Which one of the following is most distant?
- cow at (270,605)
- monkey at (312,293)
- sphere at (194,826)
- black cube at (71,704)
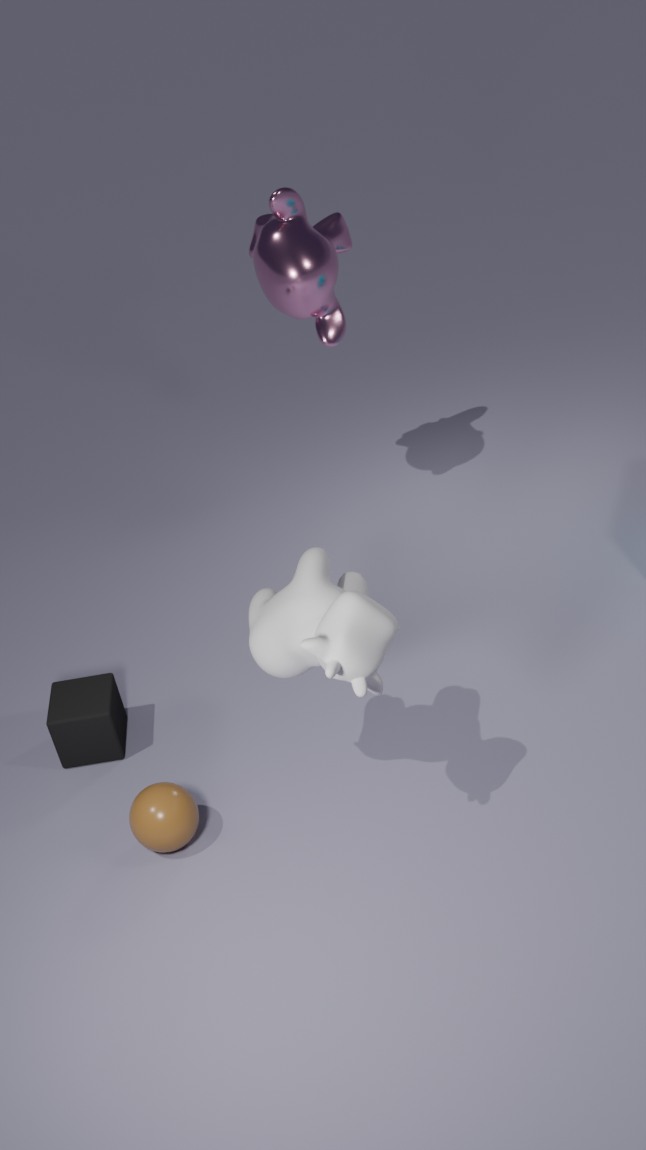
monkey at (312,293)
